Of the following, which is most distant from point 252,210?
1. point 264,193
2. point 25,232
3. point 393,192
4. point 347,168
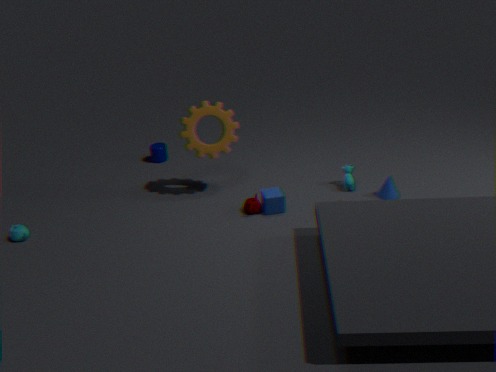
point 25,232
